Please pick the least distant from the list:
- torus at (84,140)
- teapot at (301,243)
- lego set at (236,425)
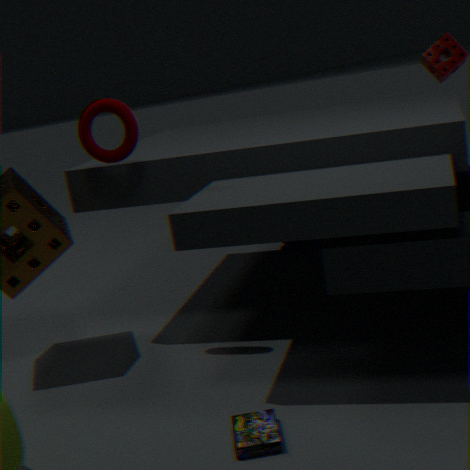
lego set at (236,425)
